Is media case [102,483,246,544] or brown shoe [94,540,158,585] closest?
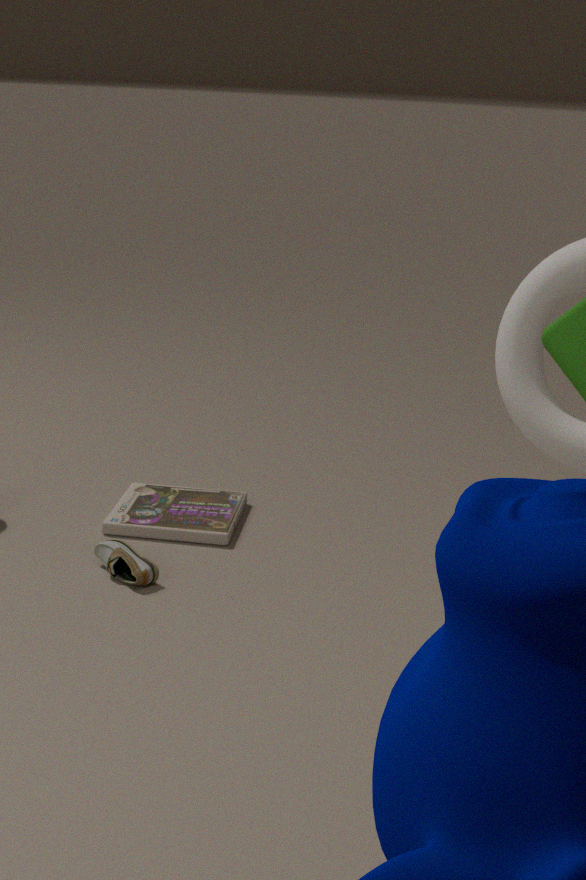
brown shoe [94,540,158,585]
